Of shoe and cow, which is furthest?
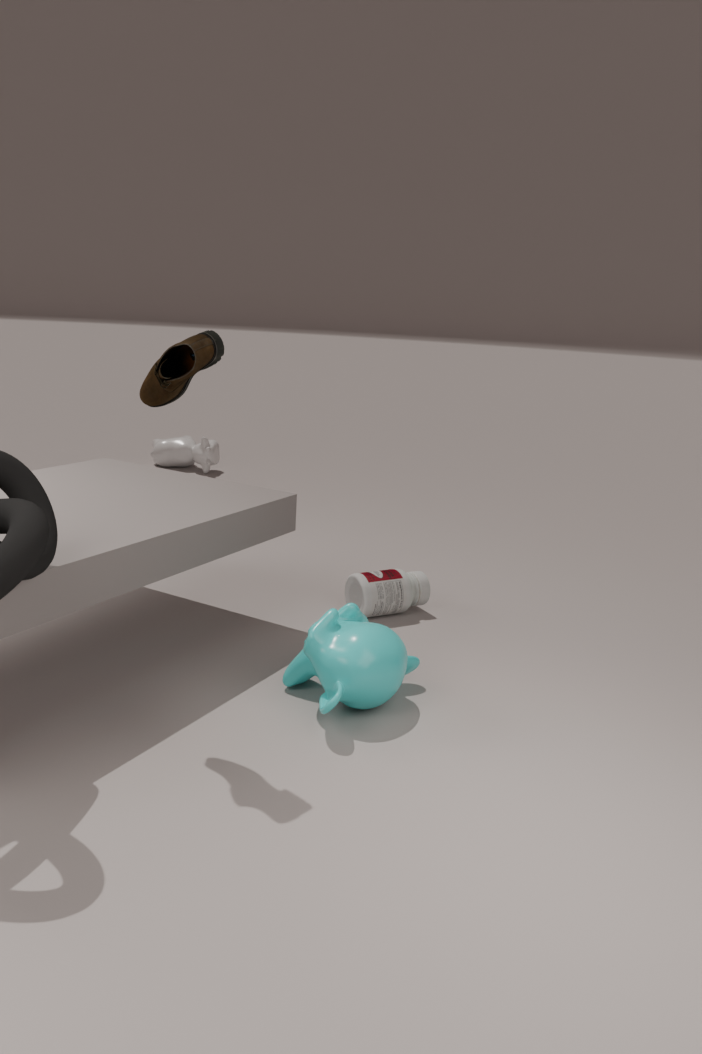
cow
